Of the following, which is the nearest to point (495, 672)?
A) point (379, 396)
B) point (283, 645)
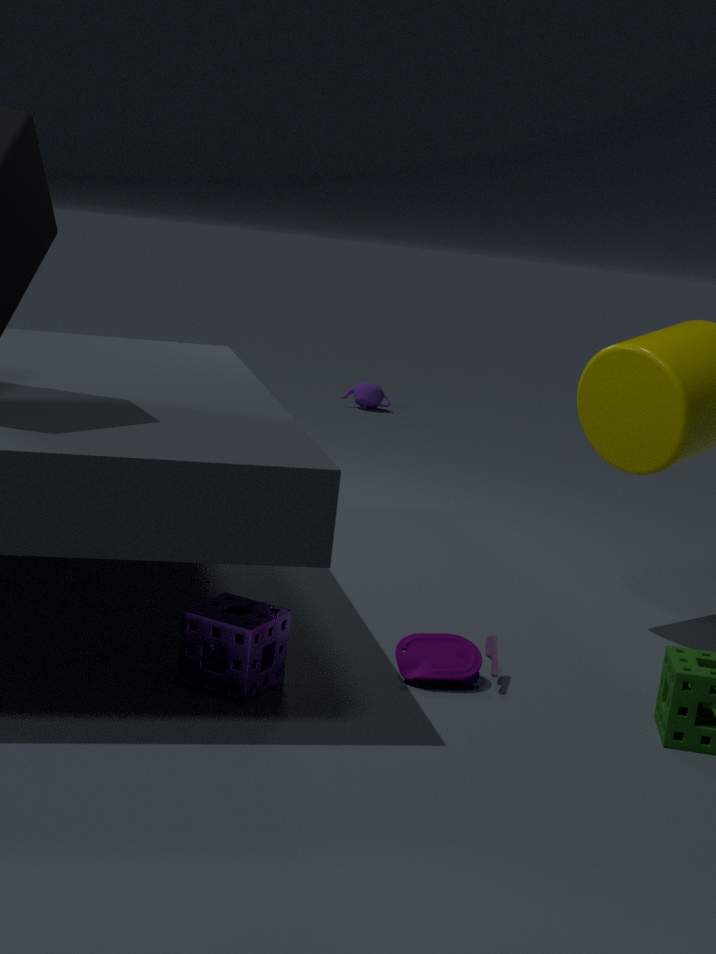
point (283, 645)
